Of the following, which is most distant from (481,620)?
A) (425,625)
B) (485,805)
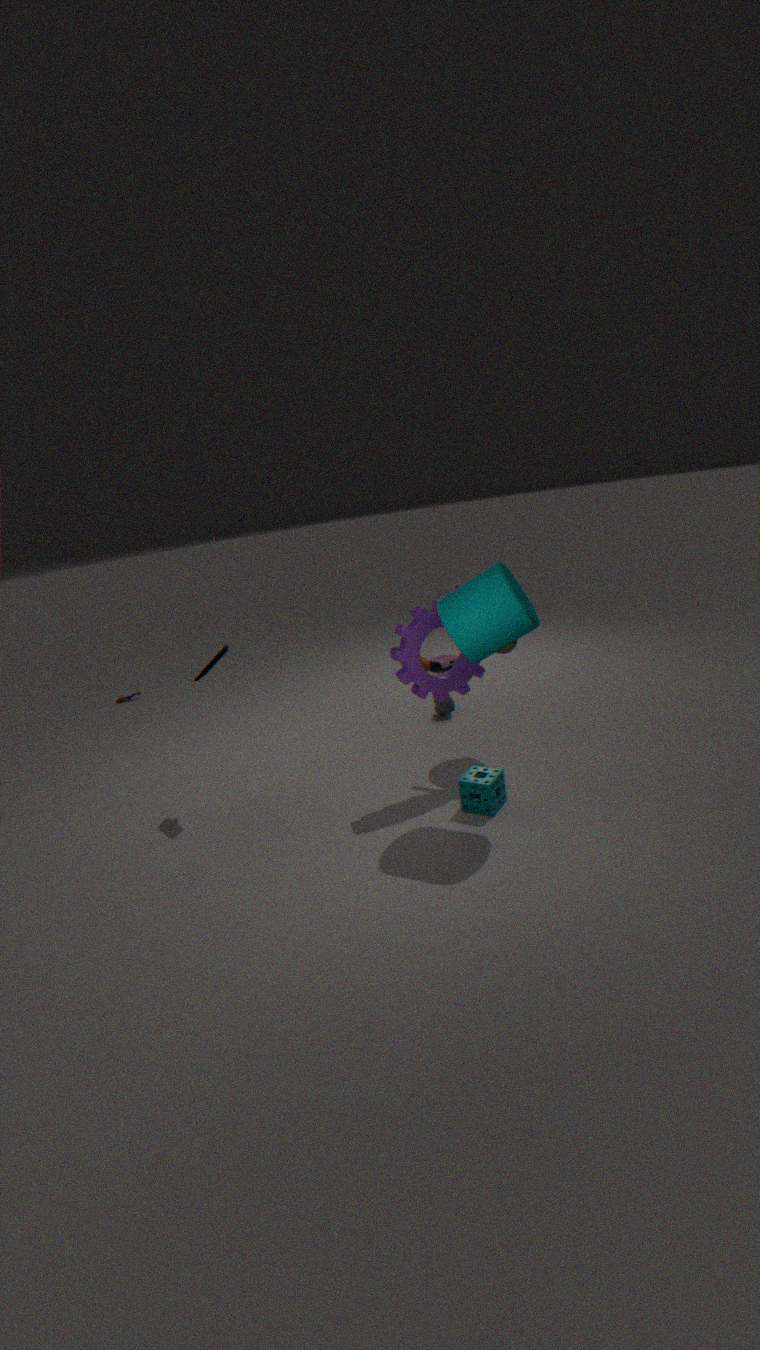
(485,805)
